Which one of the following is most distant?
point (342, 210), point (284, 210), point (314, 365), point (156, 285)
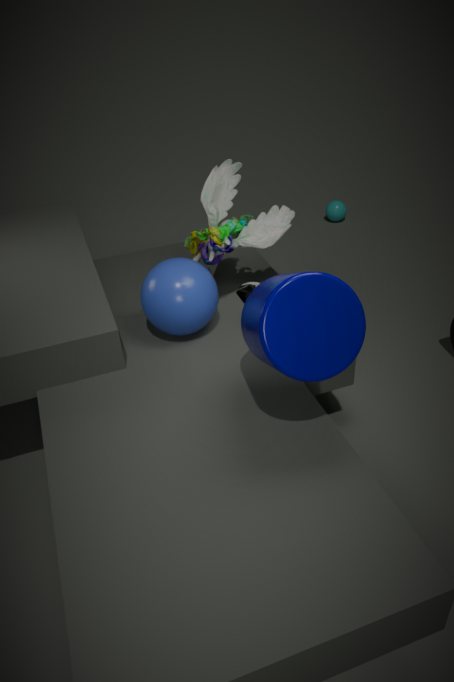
point (342, 210)
